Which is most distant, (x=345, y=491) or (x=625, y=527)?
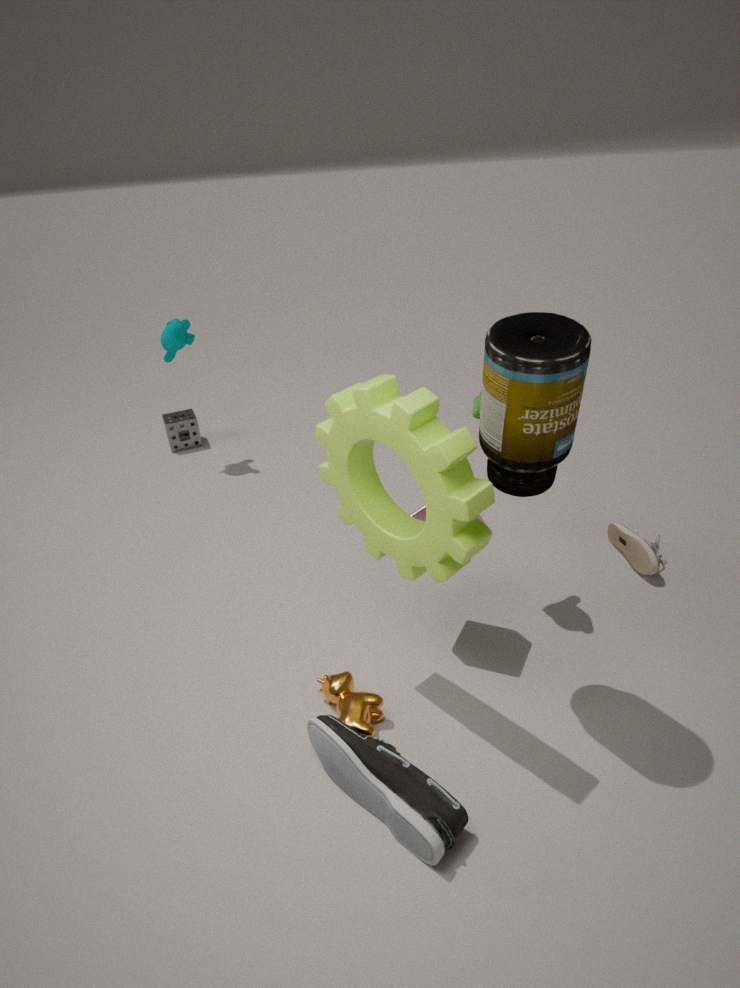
(x=625, y=527)
